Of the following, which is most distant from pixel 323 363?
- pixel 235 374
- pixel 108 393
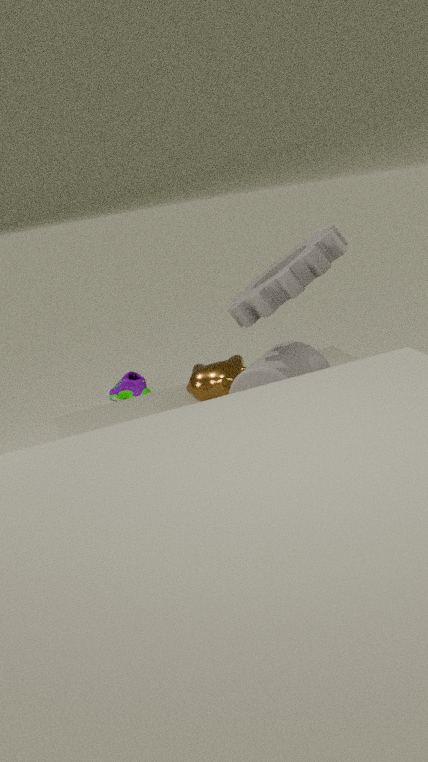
pixel 108 393
